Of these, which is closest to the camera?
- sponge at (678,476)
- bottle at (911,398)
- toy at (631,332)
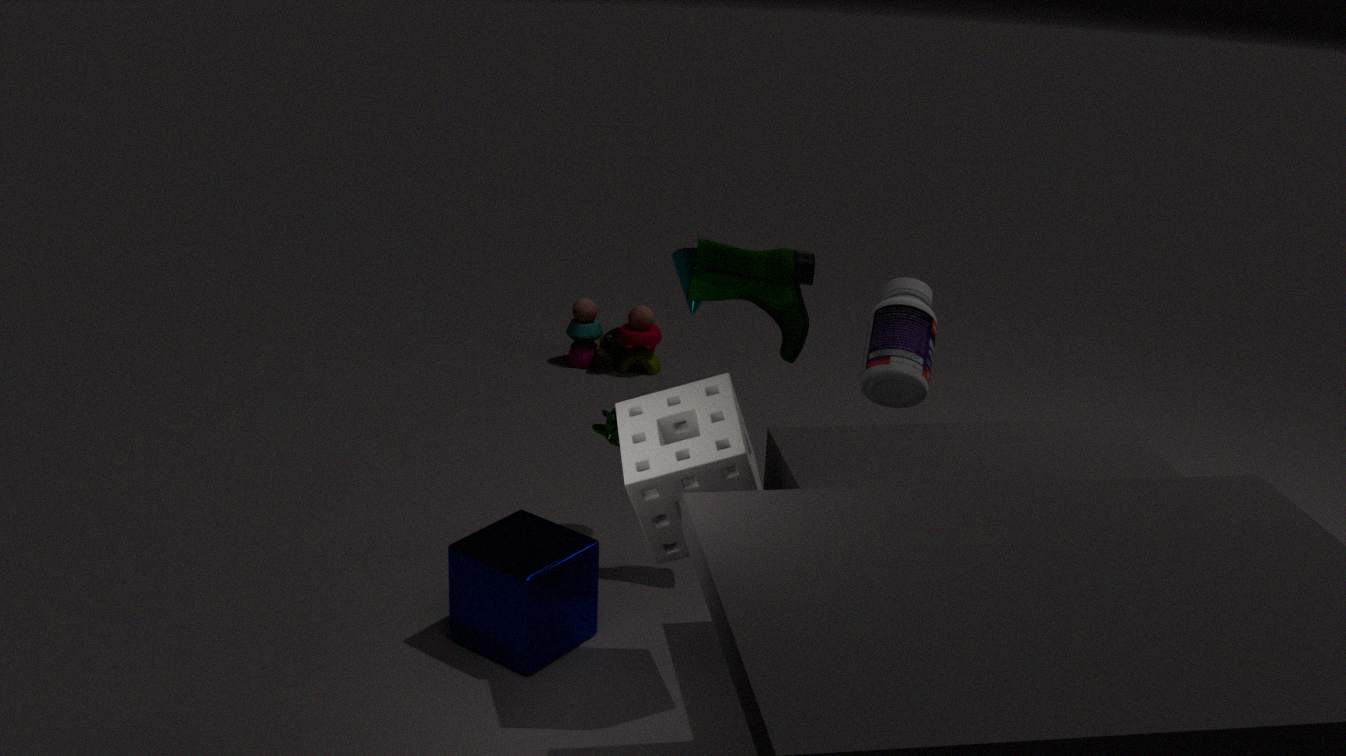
sponge at (678,476)
